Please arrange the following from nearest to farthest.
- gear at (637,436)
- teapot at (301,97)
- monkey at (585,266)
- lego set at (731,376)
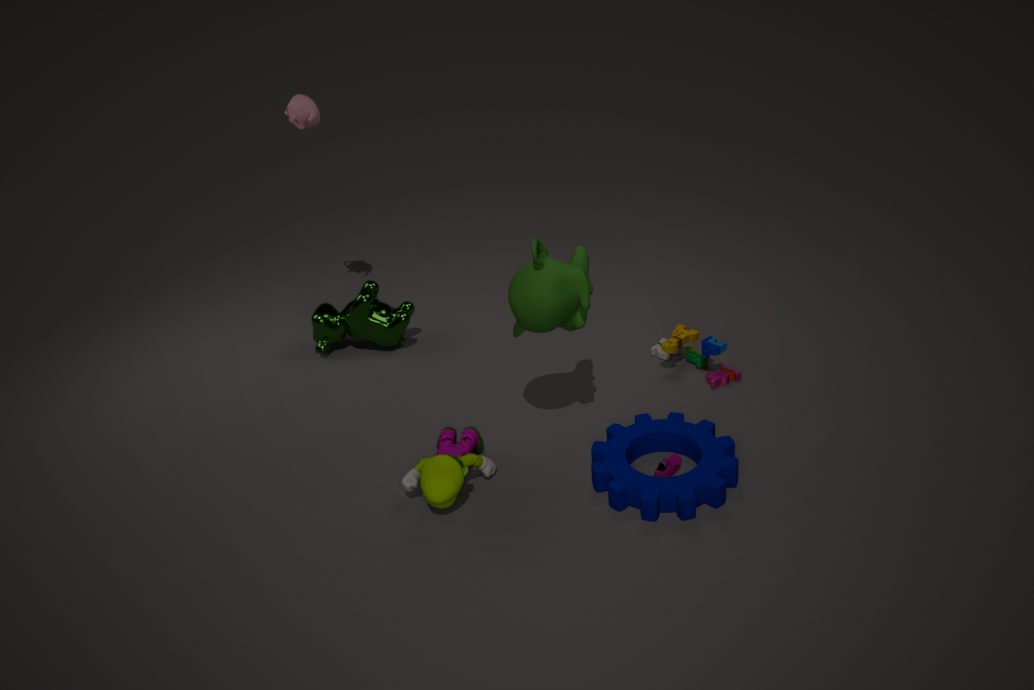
gear at (637,436), monkey at (585,266), lego set at (731,376), teapot at (301,97)
